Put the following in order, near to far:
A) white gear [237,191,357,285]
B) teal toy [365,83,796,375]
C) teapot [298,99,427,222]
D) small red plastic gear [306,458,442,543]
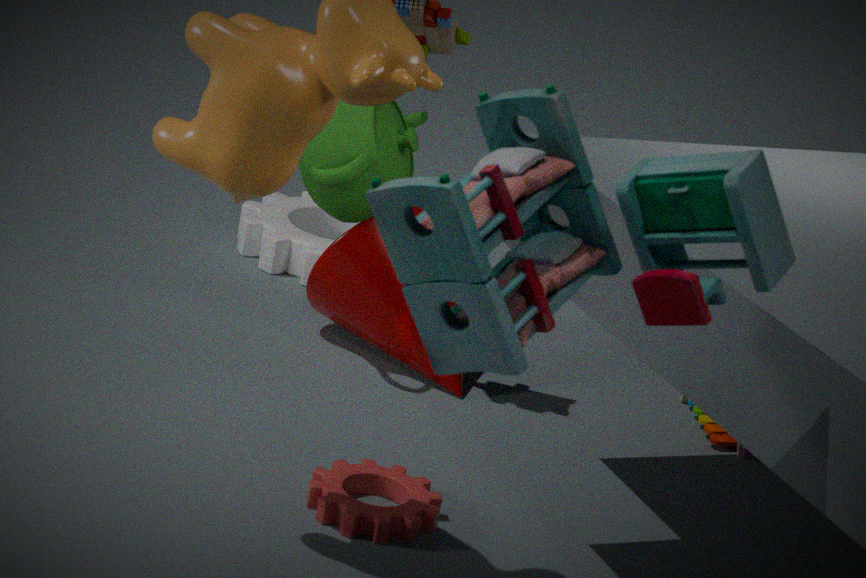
teal toy [365,83,796,375] → small red plastic gear [306,458,442,543] → teapot [298,99,427,222] → white gear [237,191,357,285]
